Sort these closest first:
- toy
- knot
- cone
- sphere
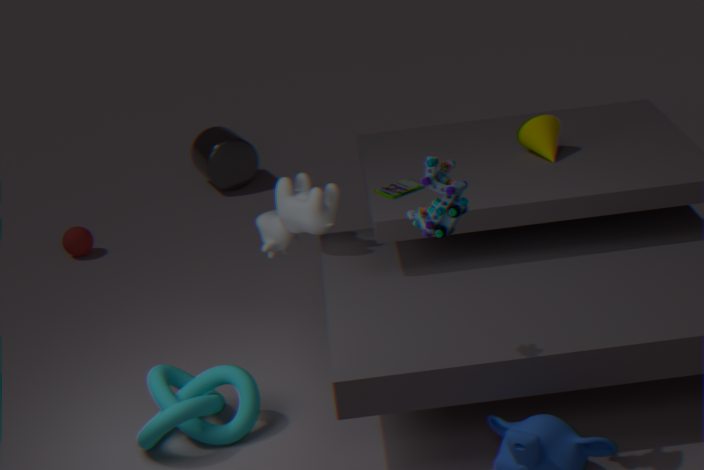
toy → knot → cone → sphere
